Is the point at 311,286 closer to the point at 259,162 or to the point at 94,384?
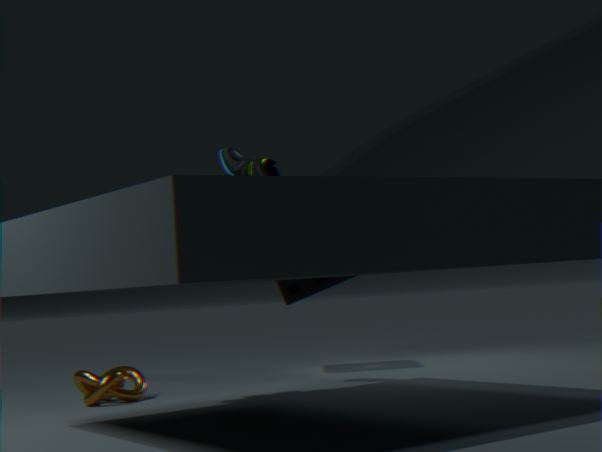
the point at 259,162
